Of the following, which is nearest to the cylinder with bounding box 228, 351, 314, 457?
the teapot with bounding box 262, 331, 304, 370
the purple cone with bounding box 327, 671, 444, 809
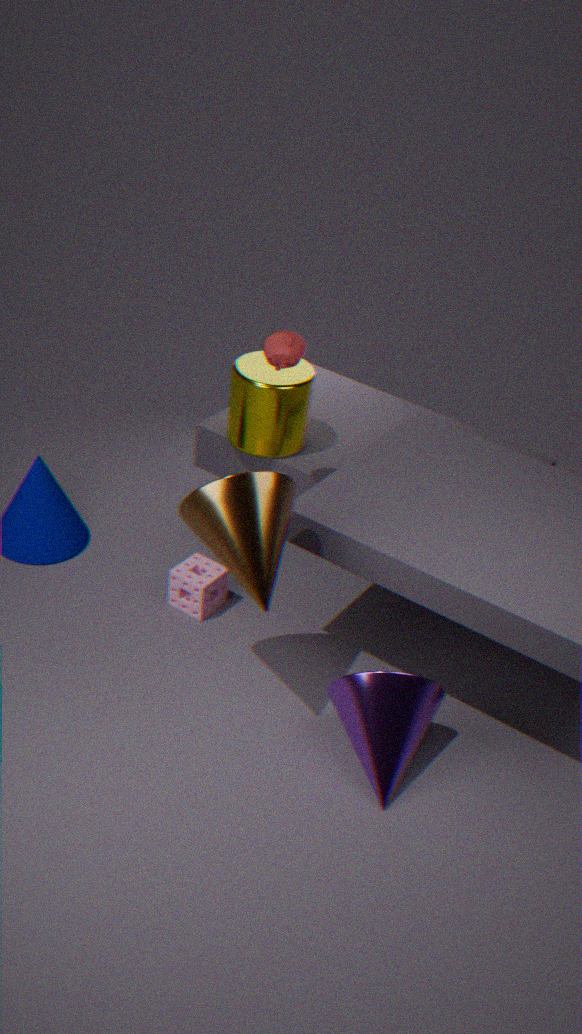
the teapot with bounding box 262, 331, 304, 370
